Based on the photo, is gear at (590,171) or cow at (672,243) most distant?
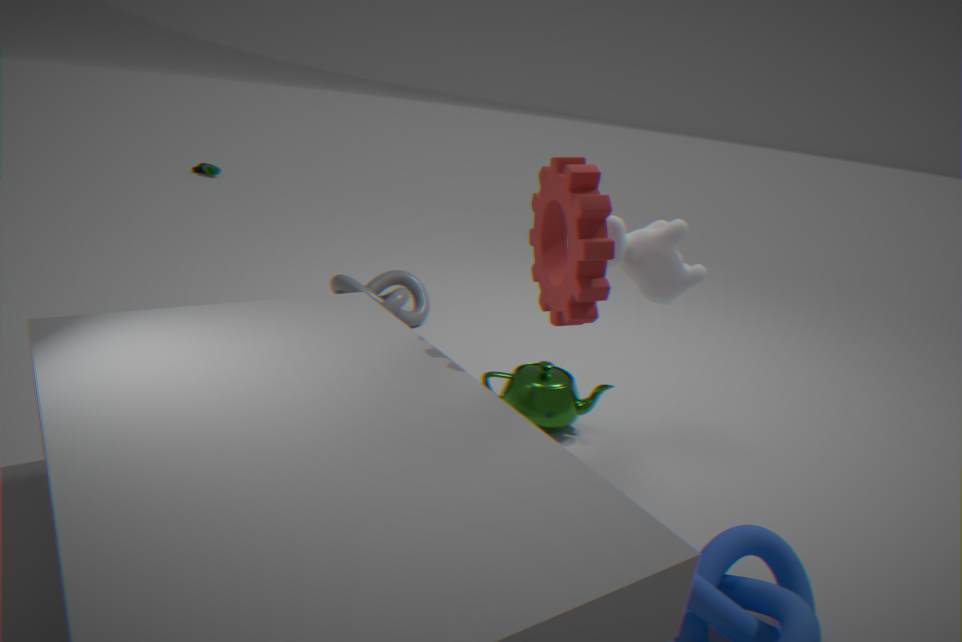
cow at (672,243)
